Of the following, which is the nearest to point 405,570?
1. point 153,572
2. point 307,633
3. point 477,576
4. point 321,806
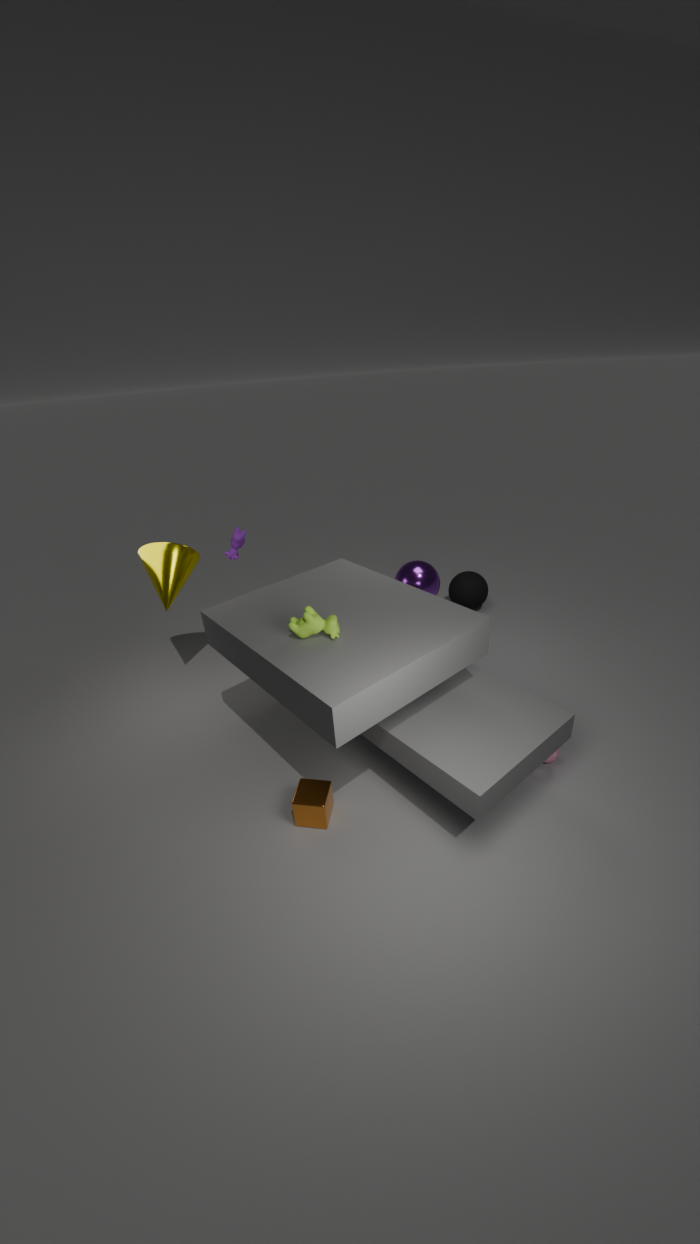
point 477,576
